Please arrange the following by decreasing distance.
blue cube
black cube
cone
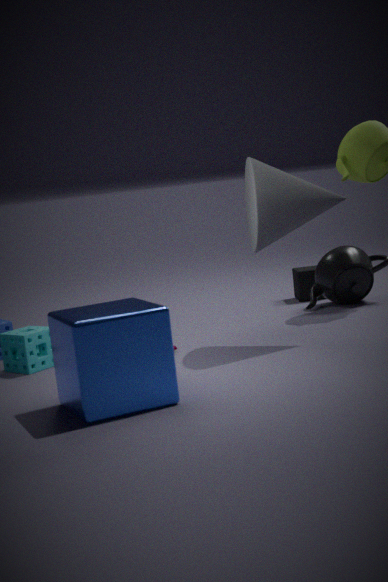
black cube
cone
blue cube
